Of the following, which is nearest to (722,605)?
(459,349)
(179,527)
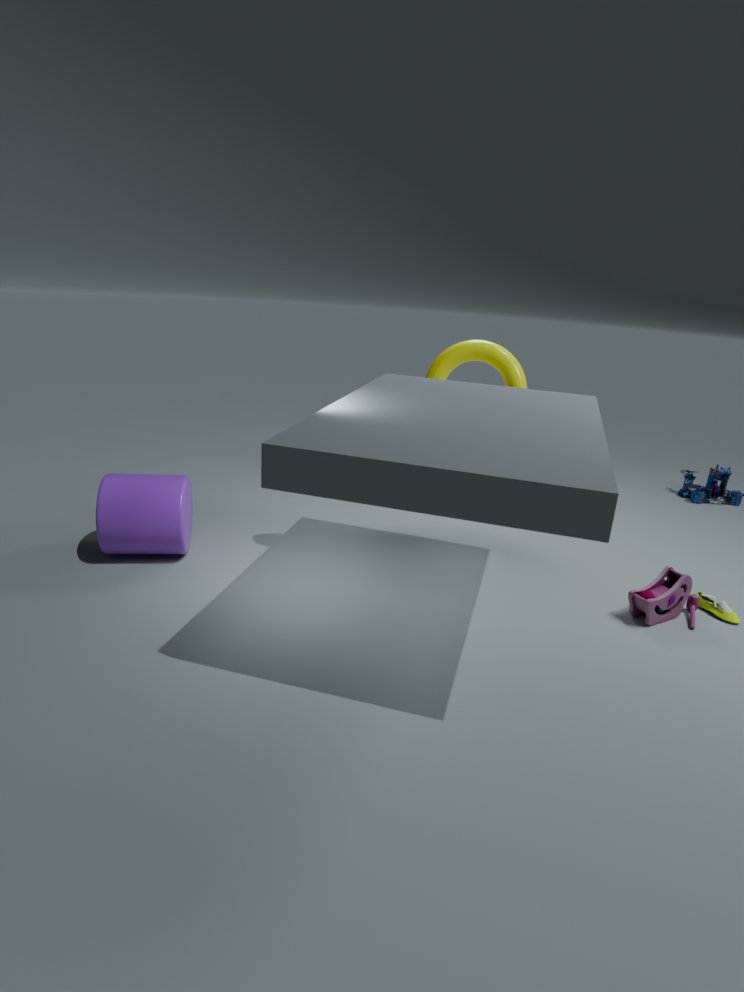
(459,349)
